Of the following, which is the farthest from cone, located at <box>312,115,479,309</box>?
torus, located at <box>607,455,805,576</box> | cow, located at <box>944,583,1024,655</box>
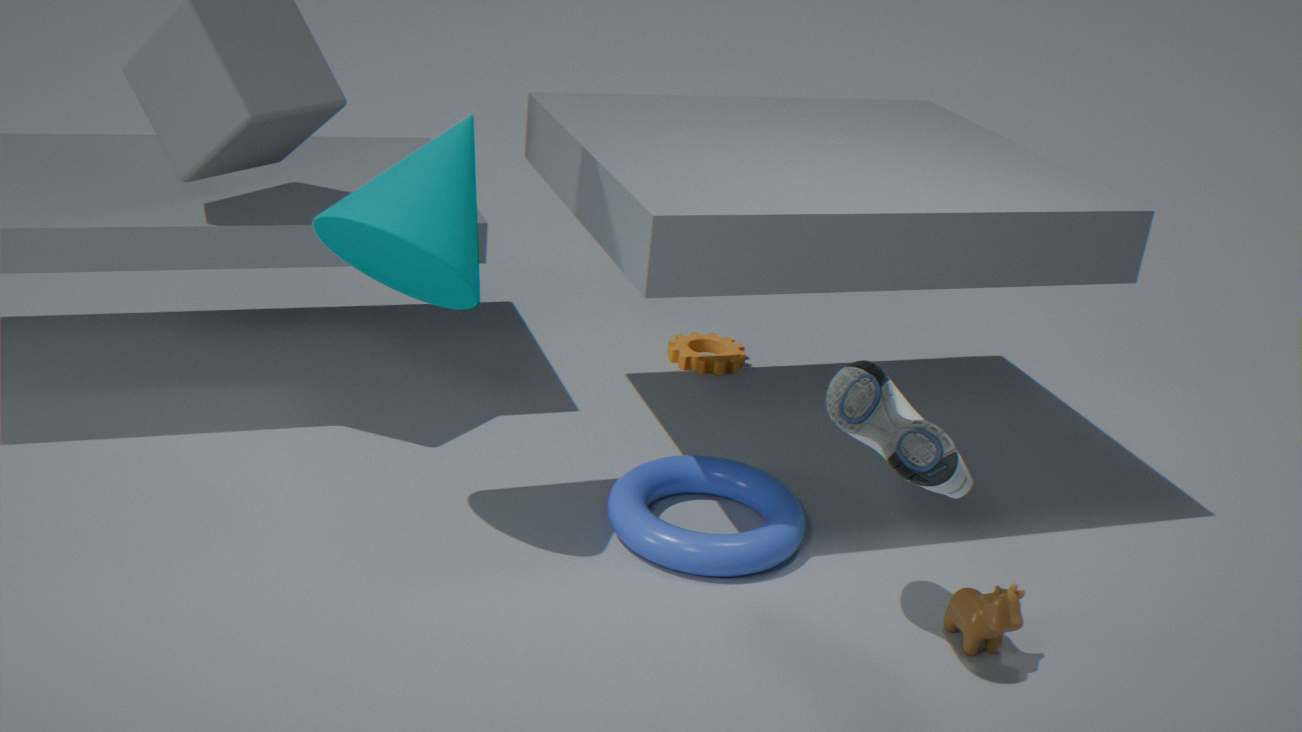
cow, located at <box>944,583,1024,655</box>
